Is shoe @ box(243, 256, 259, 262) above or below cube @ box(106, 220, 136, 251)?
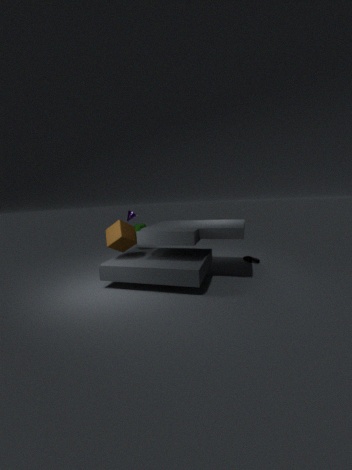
below
